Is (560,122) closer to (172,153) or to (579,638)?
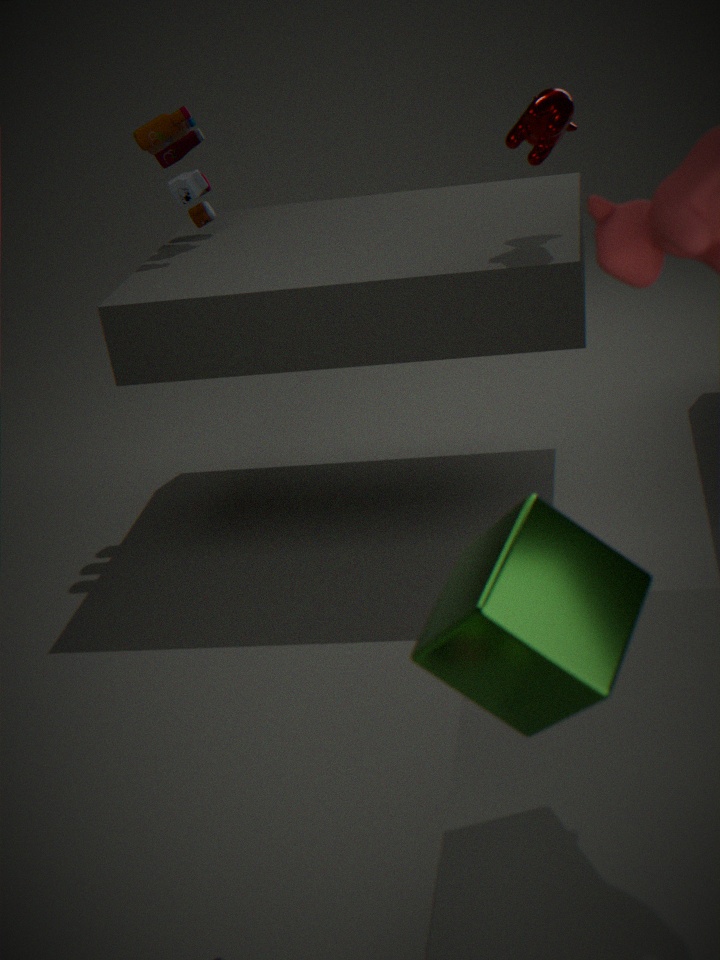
(172,153)
